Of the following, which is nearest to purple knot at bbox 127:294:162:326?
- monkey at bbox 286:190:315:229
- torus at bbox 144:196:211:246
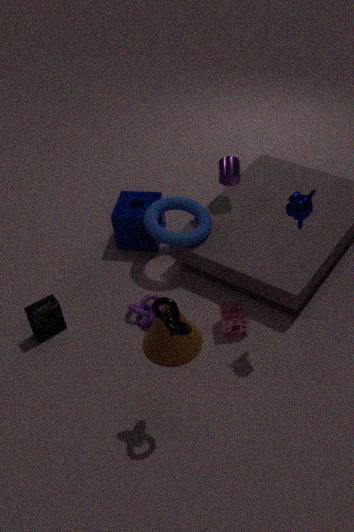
torus at bbox 144:196:211:246
